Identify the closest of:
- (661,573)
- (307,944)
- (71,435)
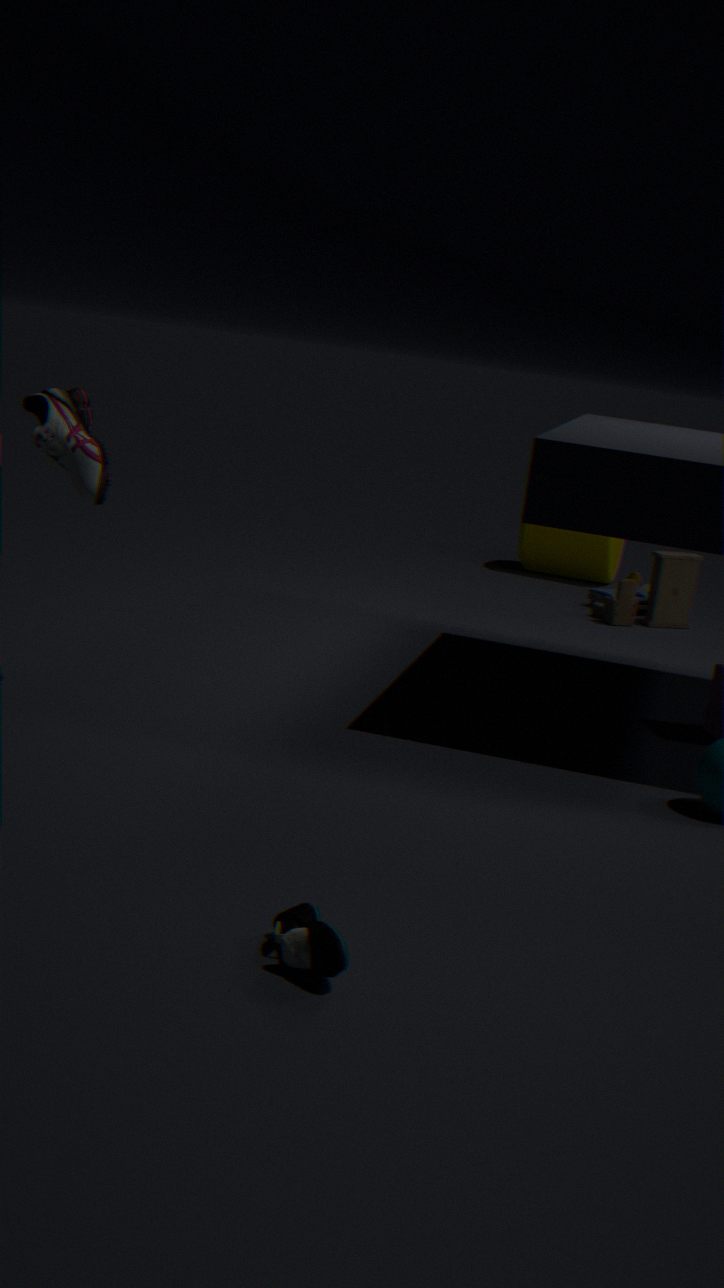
(307,944)
